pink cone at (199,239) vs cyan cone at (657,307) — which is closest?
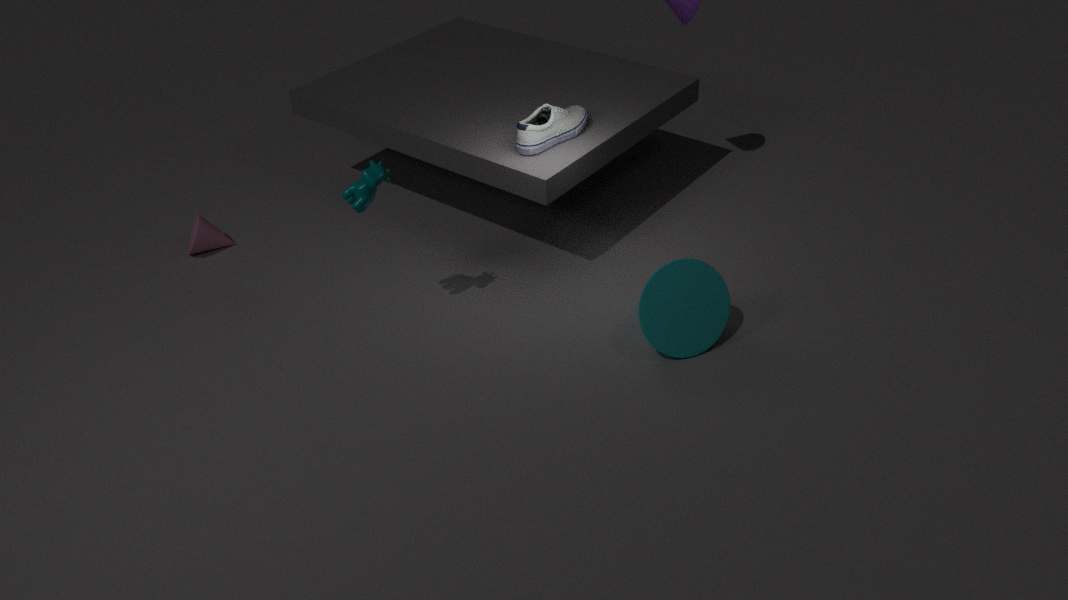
cyan cone at (657,307)
